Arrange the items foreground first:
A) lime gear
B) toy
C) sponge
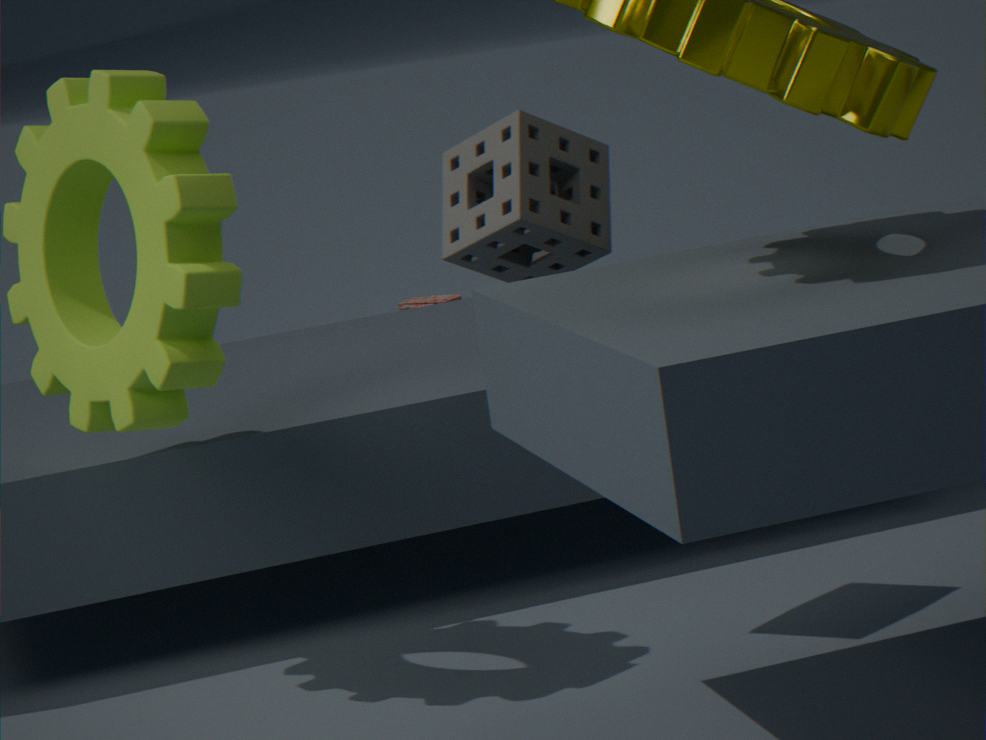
lime gear < sponge < toy
